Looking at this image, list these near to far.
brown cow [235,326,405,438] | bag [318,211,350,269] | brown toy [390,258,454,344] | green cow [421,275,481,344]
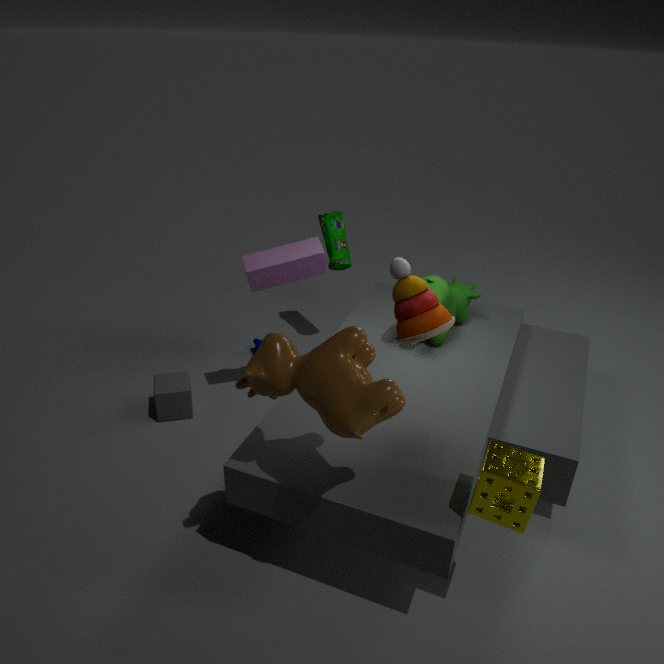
brown cow [235,326,405,438] < brown toy [390,258,454,344] < green cow [421,275,481,344] < bag [318,211,350,269]
